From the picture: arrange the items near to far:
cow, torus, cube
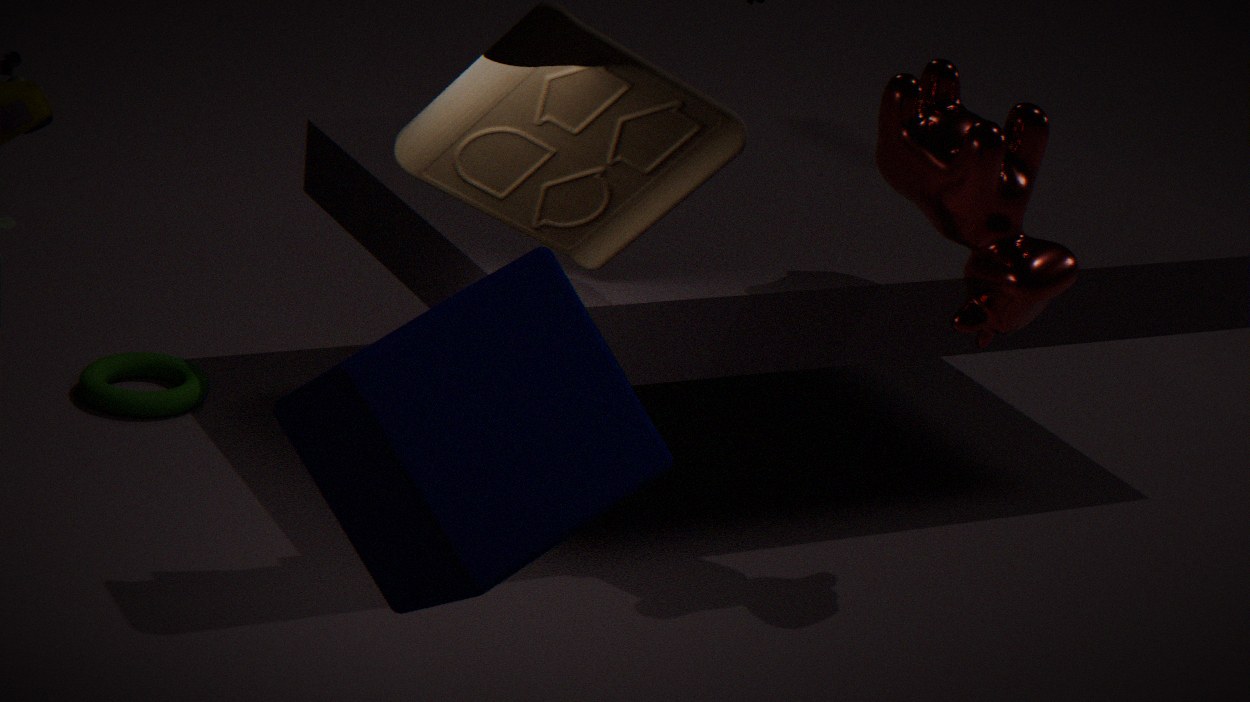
cube, cow, torus
